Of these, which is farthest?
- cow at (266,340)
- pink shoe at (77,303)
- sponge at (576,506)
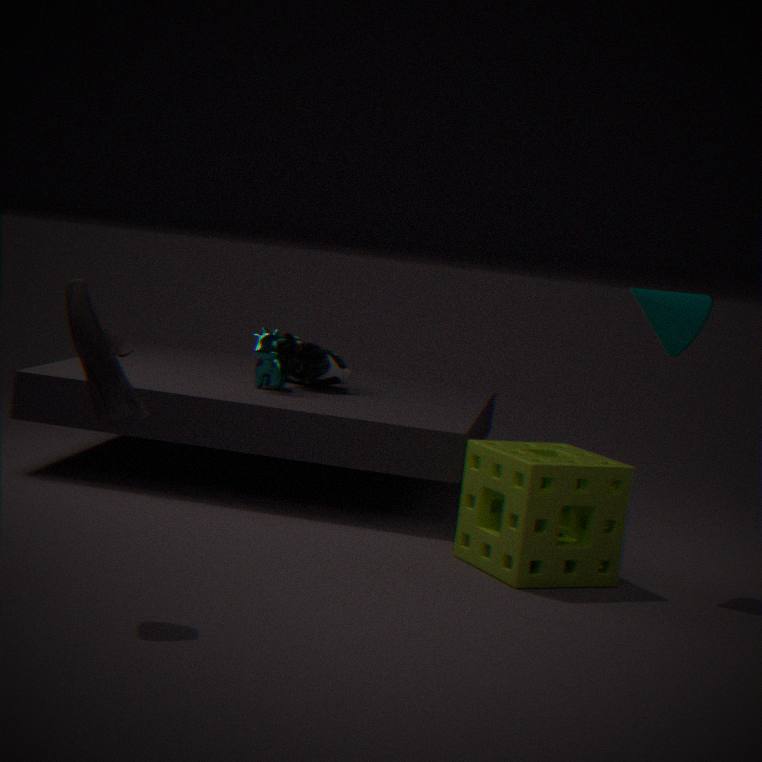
cow at (266,340)
